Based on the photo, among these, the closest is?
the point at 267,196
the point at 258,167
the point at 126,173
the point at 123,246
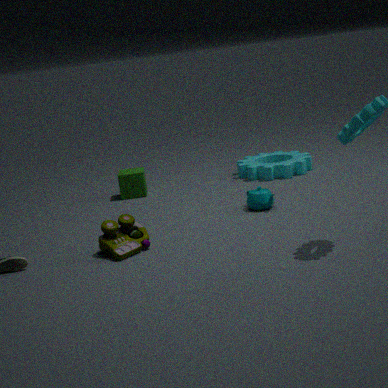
the point at 123,246
